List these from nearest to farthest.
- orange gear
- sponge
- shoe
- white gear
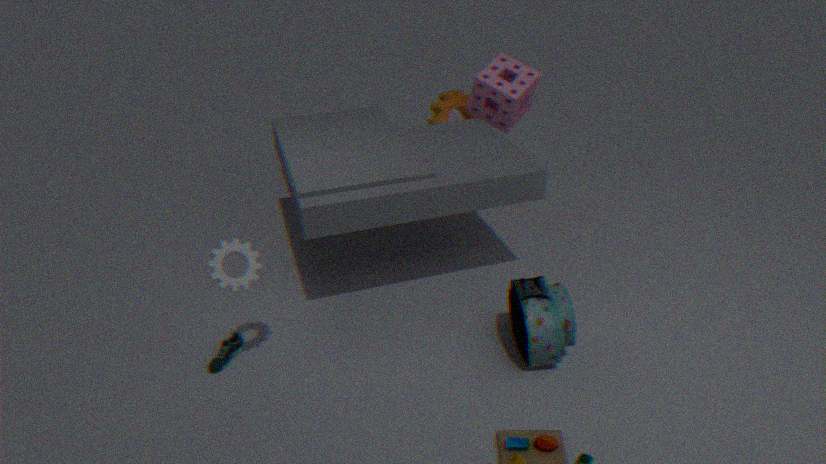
white gear, shoe, sponge, orange gear
